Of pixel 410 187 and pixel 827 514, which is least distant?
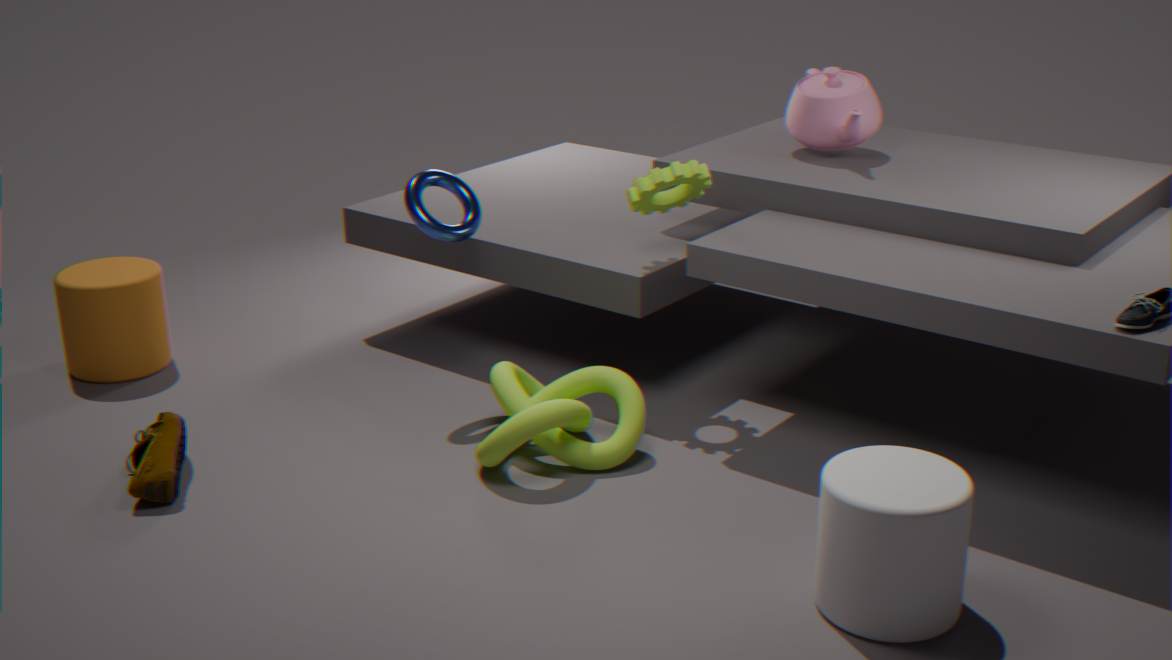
pixel 827 514
